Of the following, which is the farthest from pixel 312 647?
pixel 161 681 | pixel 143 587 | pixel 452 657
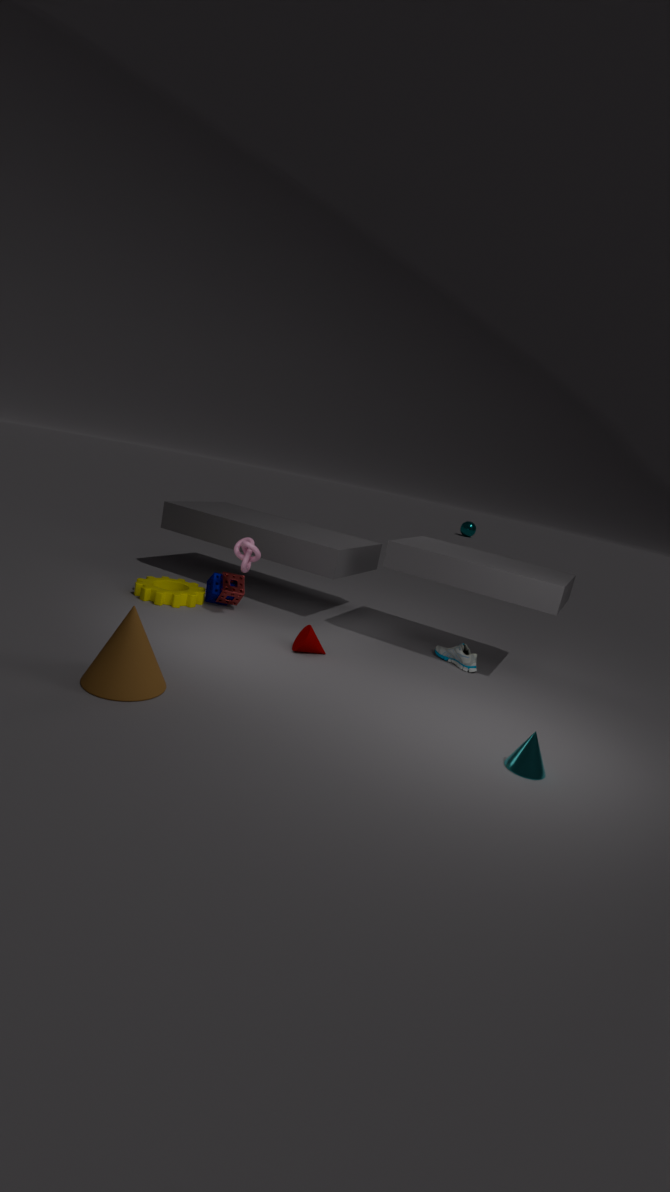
pixel 161 681
